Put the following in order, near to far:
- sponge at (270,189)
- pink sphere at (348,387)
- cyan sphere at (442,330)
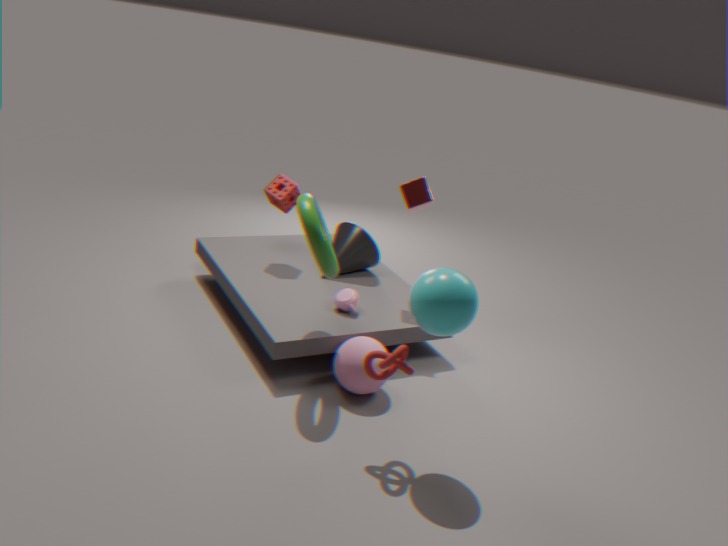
cyan sphere at (442,330) → pink sphere at (348,387) → sponge at (270,189)
